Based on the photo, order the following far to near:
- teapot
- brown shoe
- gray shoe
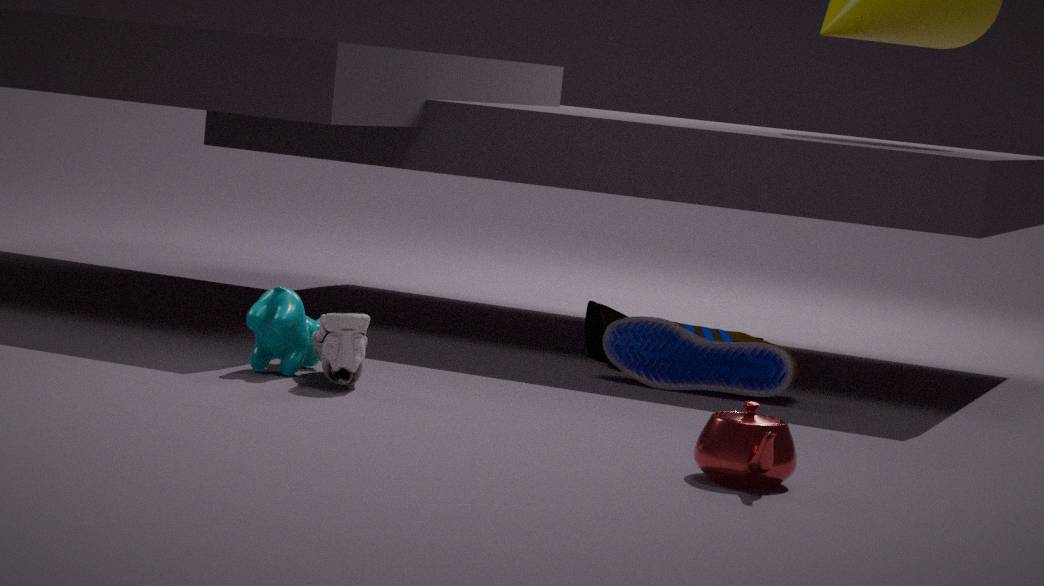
brown shoe
gray shoe
teapot
